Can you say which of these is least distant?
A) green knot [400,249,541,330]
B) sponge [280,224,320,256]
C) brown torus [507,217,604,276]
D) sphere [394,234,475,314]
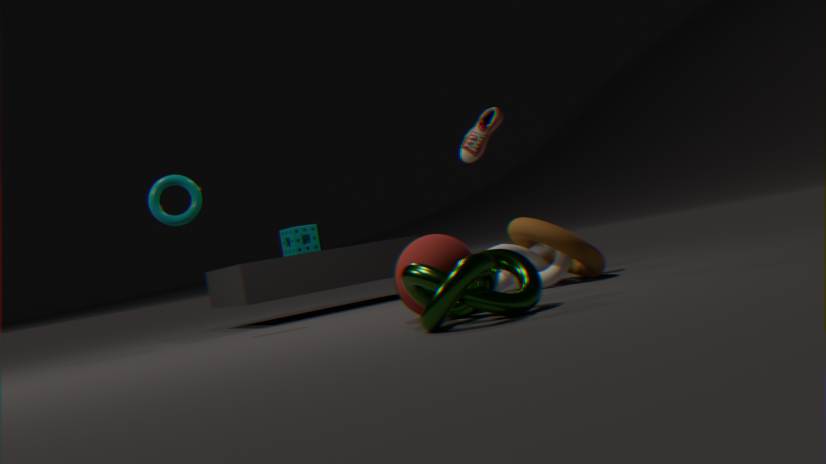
green knot [400,249,541,330]
